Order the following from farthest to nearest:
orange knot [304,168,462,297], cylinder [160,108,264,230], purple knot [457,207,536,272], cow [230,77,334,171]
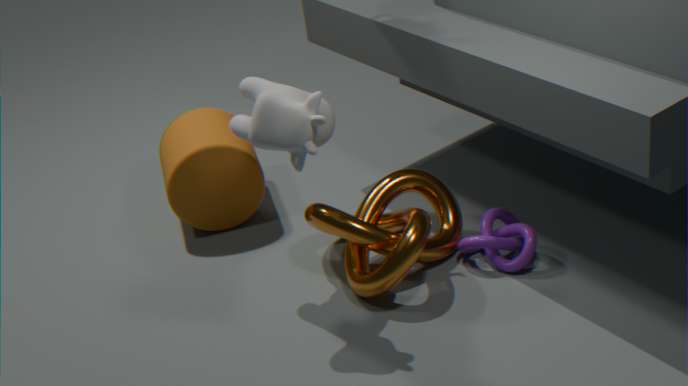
cylinder [160,108,264,230] < purple knot [457,207,536,272] < orange knot [304,168,462,297] < cow [230,77,334,171]
